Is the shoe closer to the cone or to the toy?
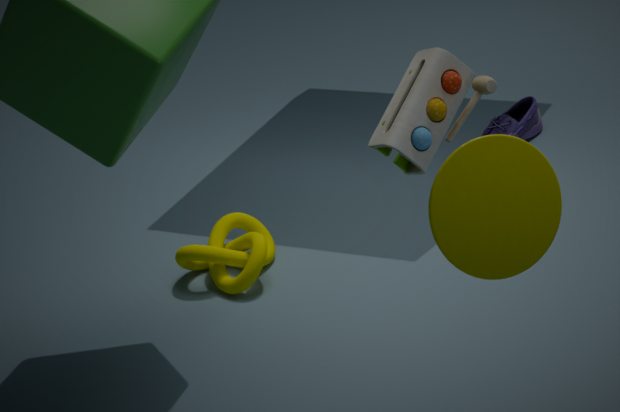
the toy
